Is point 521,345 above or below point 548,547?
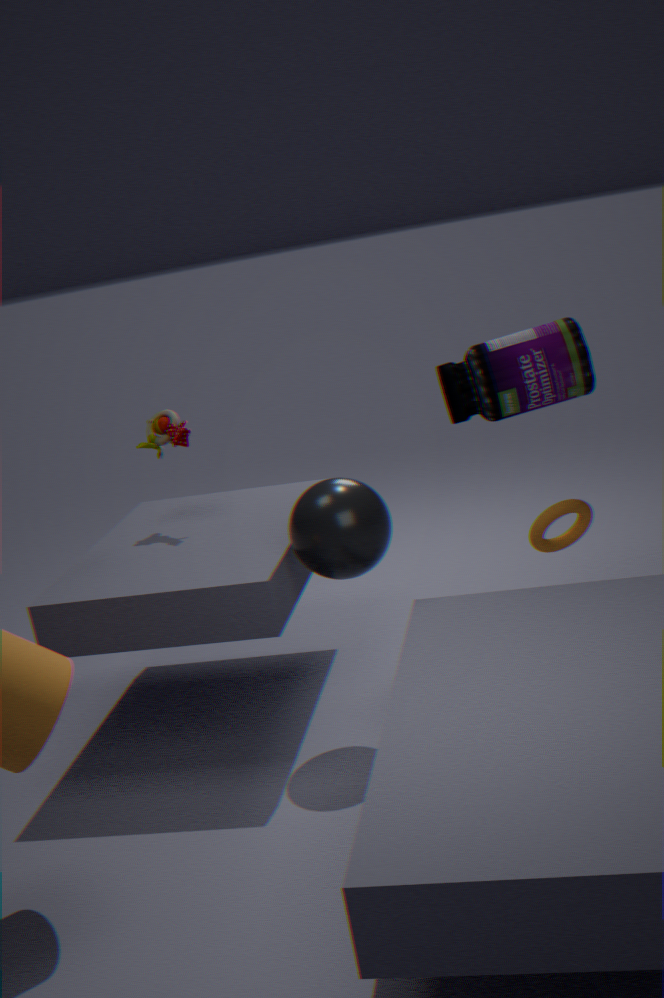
above
